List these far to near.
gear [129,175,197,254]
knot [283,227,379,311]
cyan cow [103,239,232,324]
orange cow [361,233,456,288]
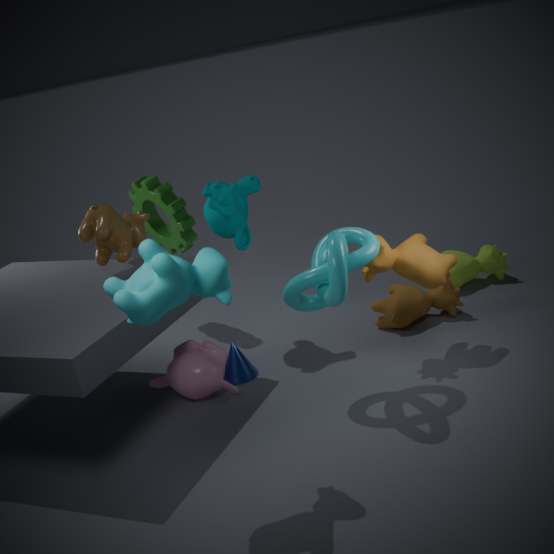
gear [129,175,197,254] → orange cow [361,233,456,288] → knot [283,227,379,311] → cyan cow [103,239,232,324]
